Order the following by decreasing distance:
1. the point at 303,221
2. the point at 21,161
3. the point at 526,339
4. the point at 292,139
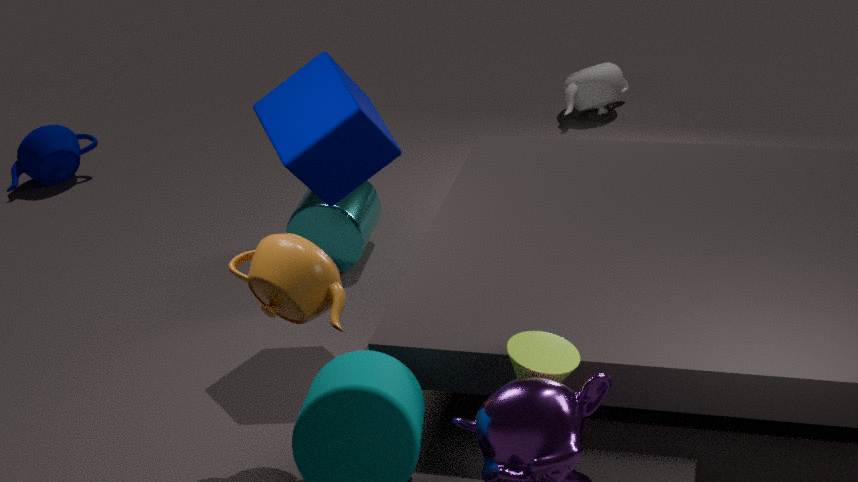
1. the point at 21,161
2. the point at 303,221
3. the point at 292,139
4. the point at 526,339
